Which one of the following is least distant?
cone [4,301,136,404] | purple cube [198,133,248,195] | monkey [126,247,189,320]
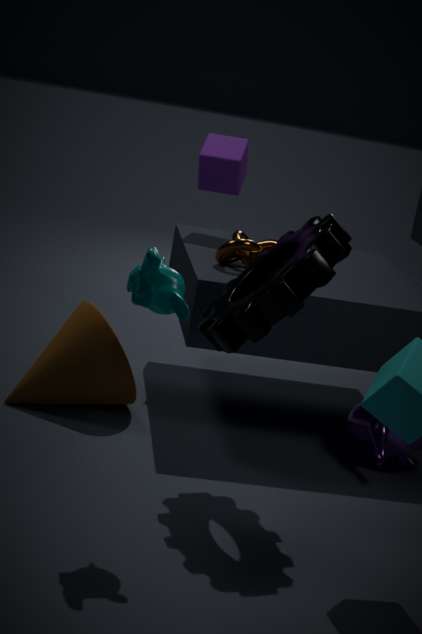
monkey [126,247,189,320]
